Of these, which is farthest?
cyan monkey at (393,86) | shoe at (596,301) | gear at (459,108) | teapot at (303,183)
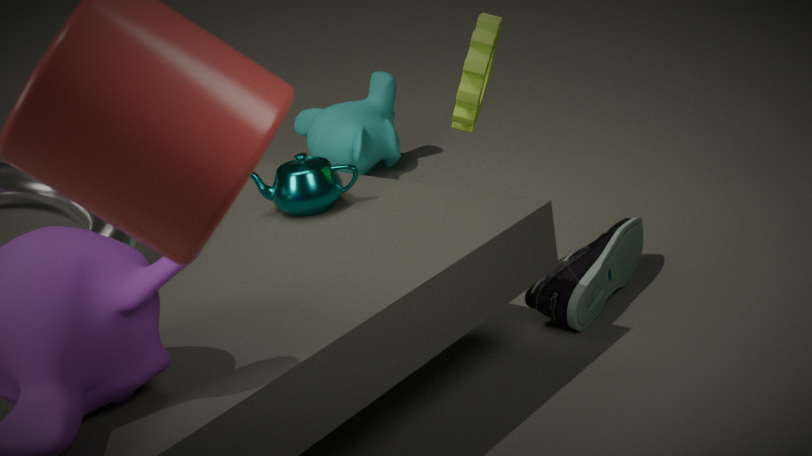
cyan monkey at (393,86)
